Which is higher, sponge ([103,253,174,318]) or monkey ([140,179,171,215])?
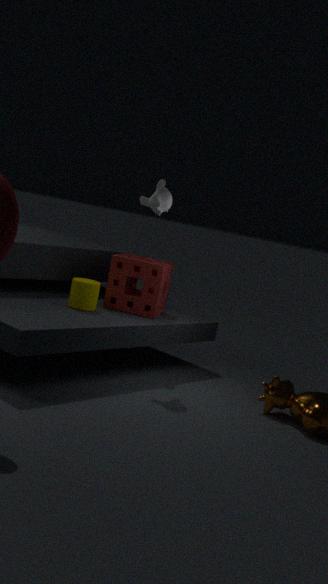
monkey ([140,179,171,215])
